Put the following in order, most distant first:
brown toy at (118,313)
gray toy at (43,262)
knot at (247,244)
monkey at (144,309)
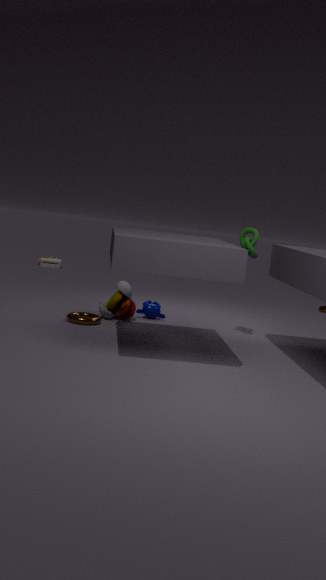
gray toy at (43,262) → monkey at (144,309) → brown toy at (118,313) → knot at (247,244)
